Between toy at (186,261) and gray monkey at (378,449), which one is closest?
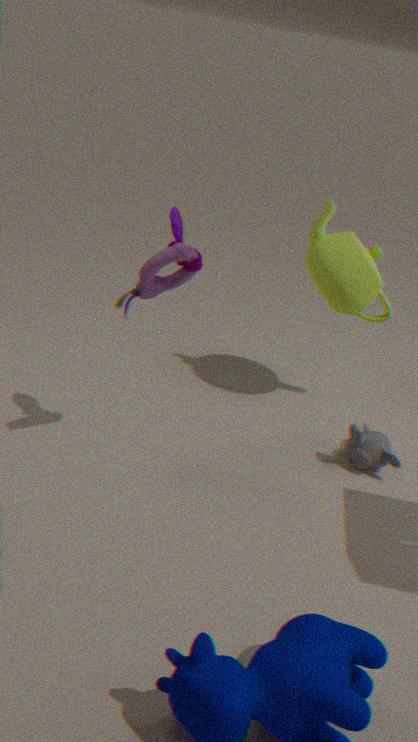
toy at (186,261)
